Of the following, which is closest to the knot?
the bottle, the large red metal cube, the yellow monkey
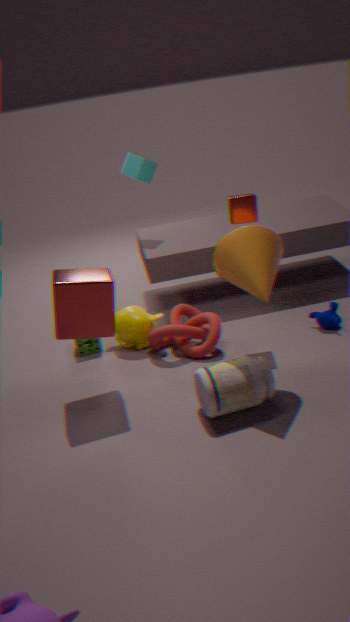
the yellow monkey
